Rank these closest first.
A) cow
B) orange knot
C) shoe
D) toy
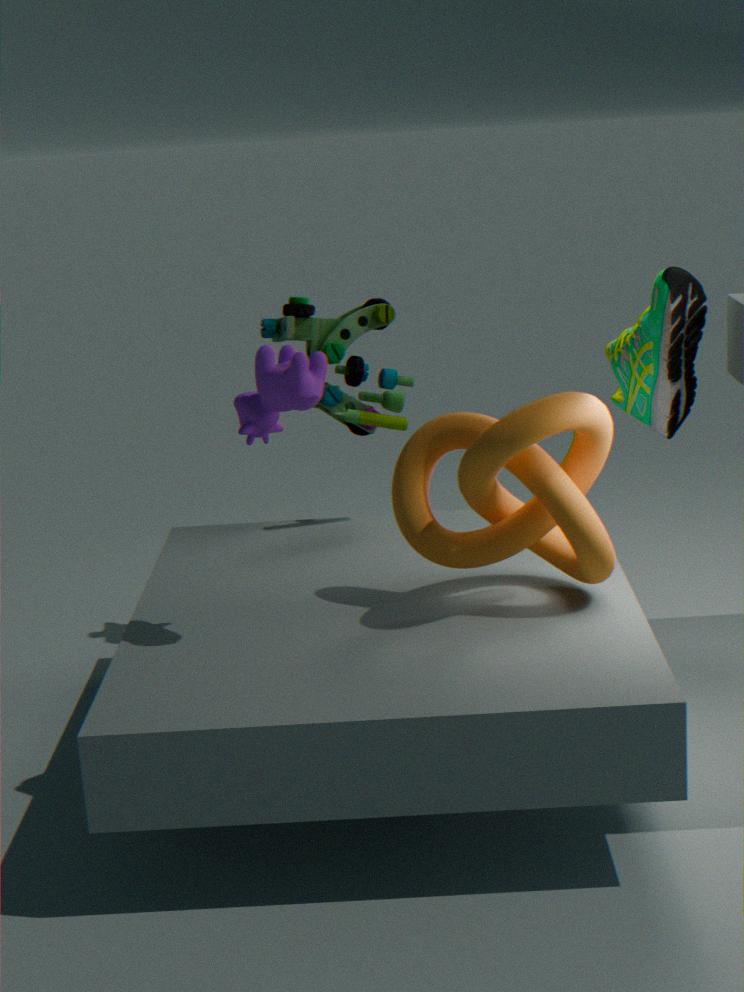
cow, orange knot, shoe, toy
